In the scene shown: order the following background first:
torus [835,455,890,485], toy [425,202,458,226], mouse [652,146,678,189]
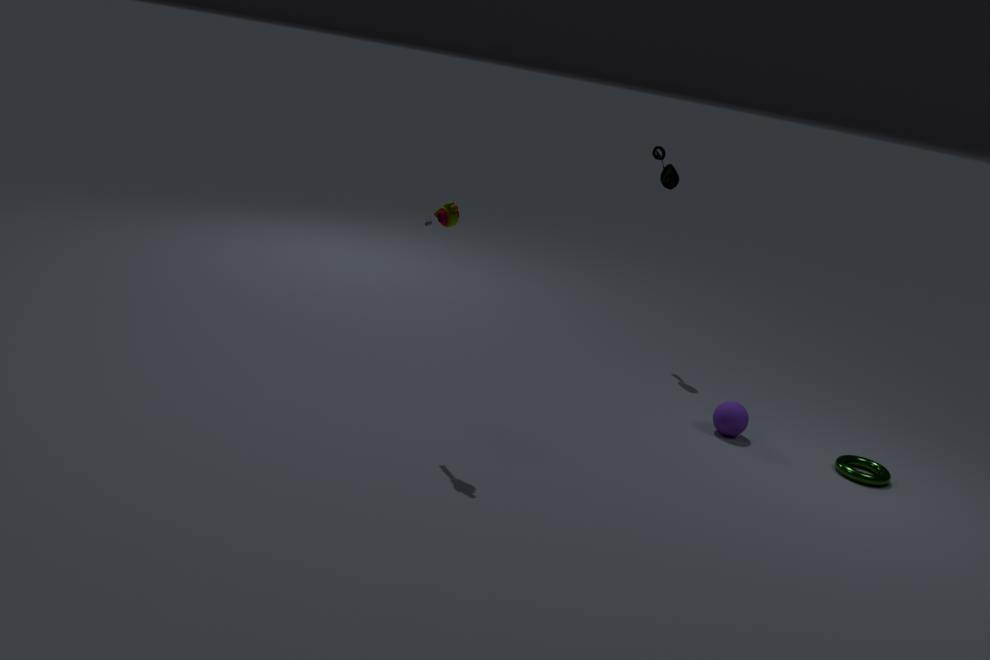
mouse [652,146,678,189], torus [835,455,890,485], toy [425,202,458,226]
